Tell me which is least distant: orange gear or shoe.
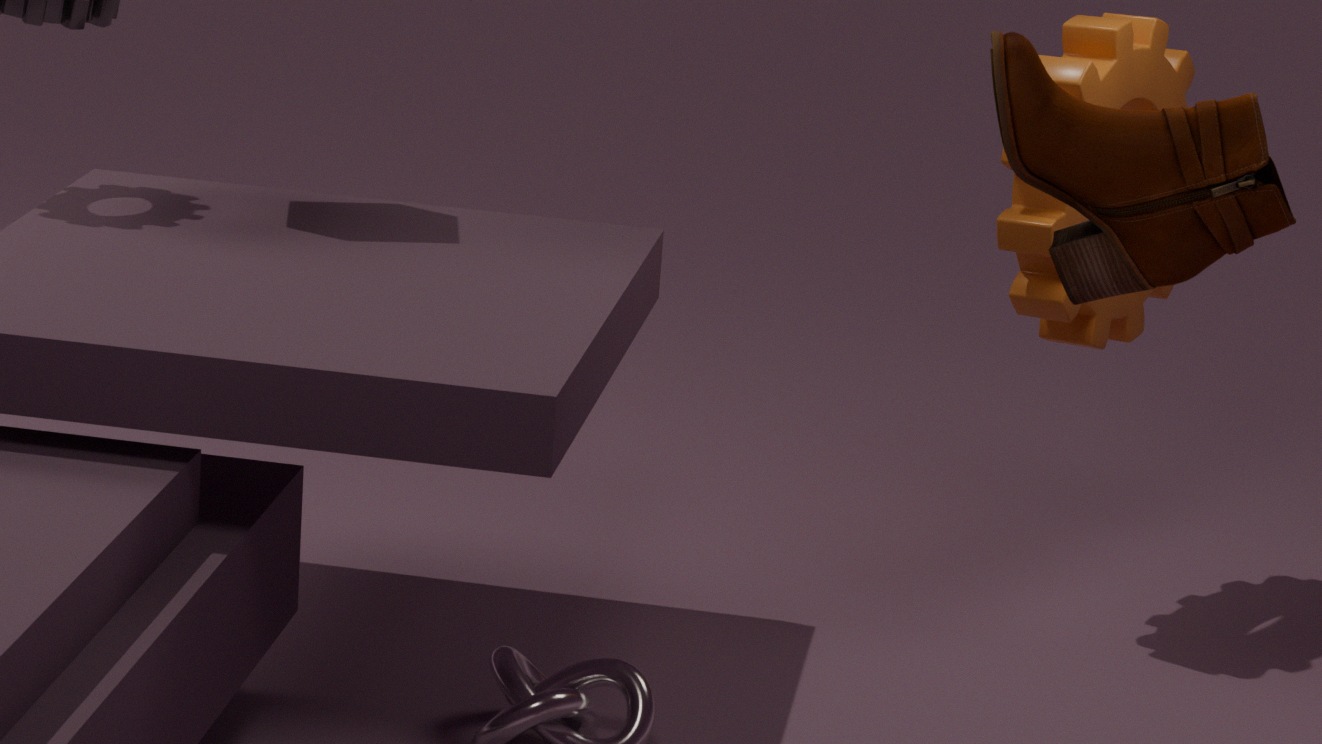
shoe
